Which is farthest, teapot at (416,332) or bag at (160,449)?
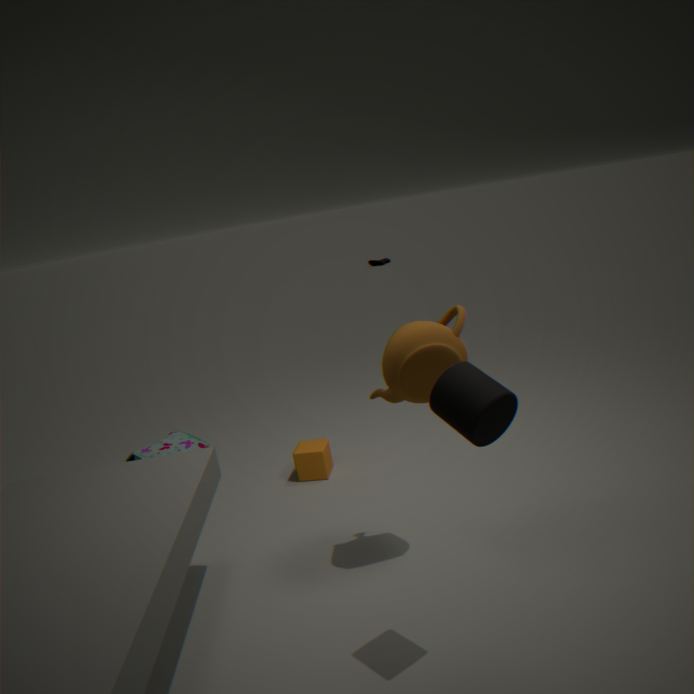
bag at (160,449)
